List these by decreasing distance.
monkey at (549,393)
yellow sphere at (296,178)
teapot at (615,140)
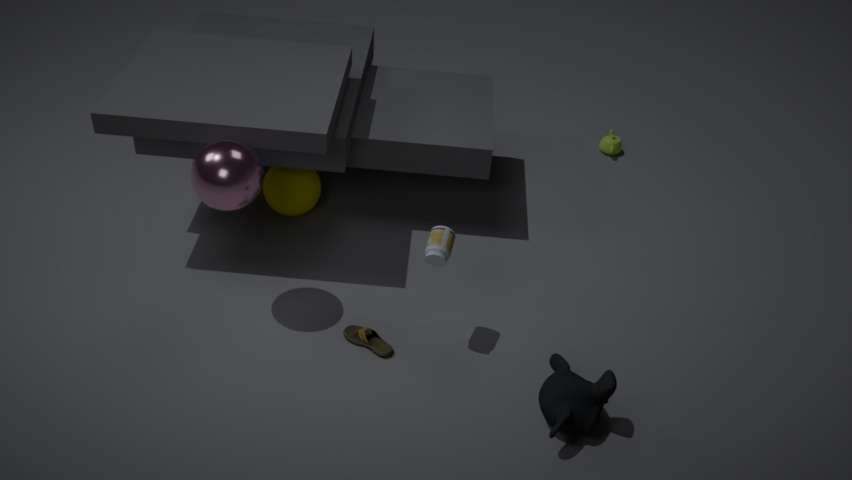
teapot at (615,140) → yellow sphere at (296,178) → monkey at (549,393)
